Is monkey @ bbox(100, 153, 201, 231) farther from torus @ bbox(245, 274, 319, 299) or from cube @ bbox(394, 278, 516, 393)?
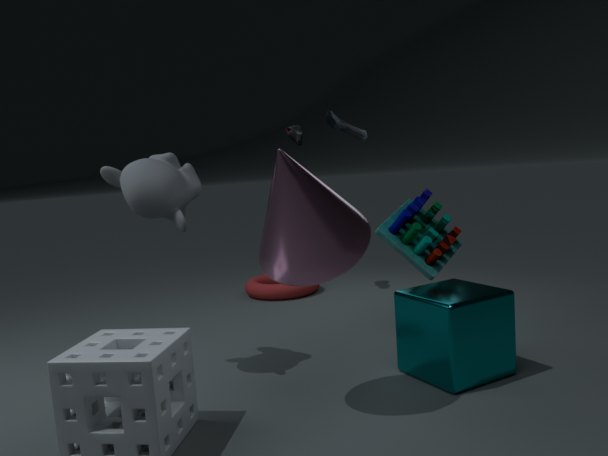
torus @ bbox(245, 274, 319, 299)
